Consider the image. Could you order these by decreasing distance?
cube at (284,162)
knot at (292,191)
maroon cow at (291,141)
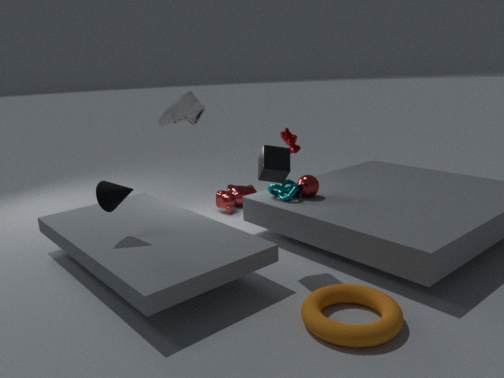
maroon cow at (291,141)
knot at (292,191)
cube at (284,162)
